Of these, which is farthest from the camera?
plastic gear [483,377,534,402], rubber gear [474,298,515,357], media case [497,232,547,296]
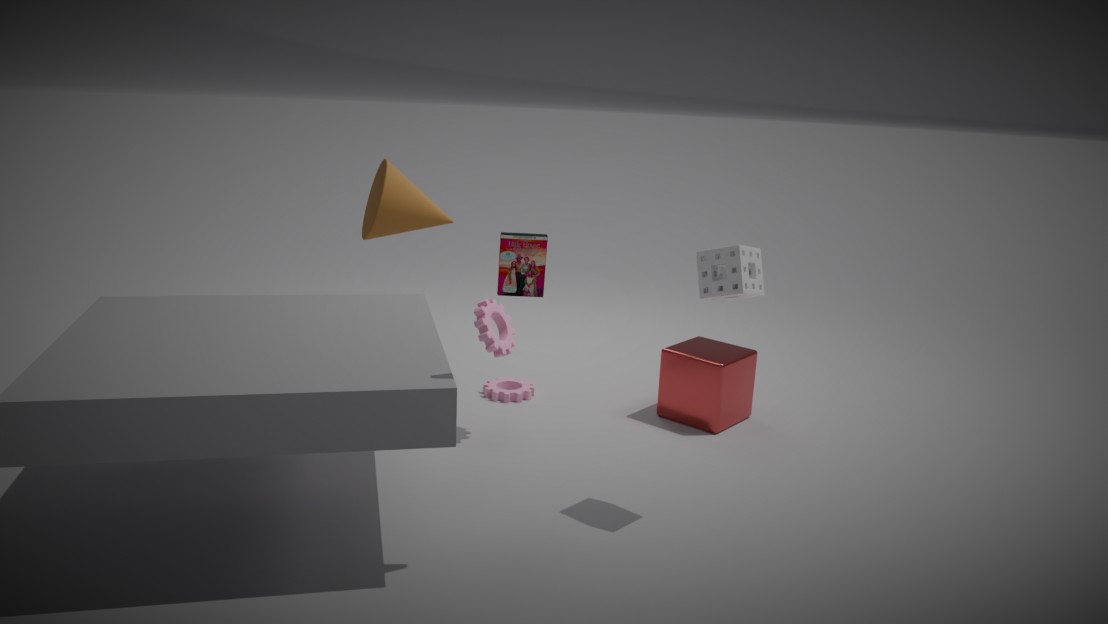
plastic gear [483,377,534,402]
